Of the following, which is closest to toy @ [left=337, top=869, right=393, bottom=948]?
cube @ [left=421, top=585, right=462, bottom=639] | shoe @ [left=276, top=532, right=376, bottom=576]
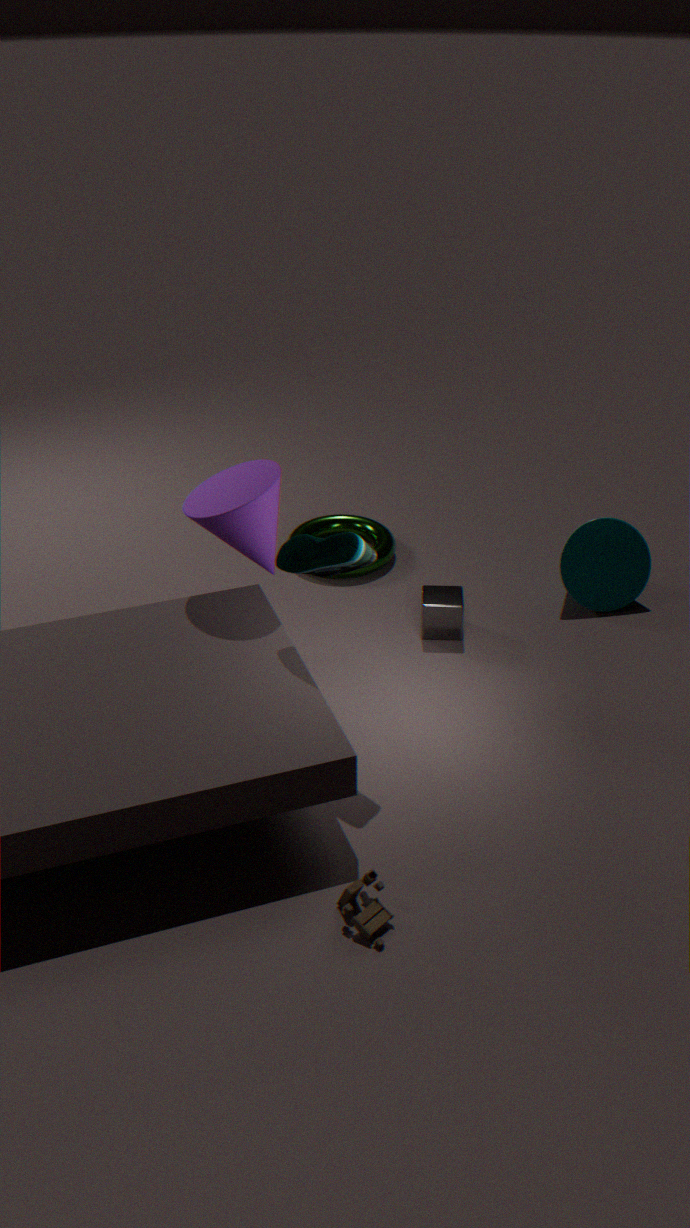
shoe @ [left=276, top=532, right=376, bottom=576]
